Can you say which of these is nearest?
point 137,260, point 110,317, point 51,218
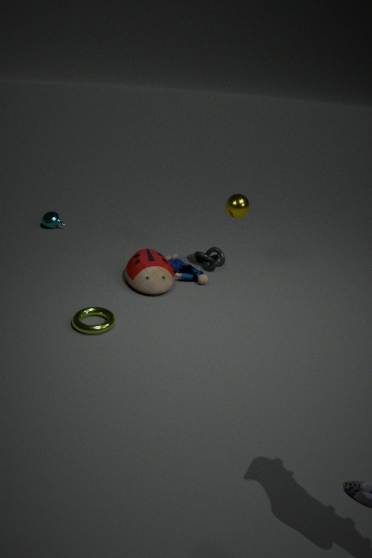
point 110,317
